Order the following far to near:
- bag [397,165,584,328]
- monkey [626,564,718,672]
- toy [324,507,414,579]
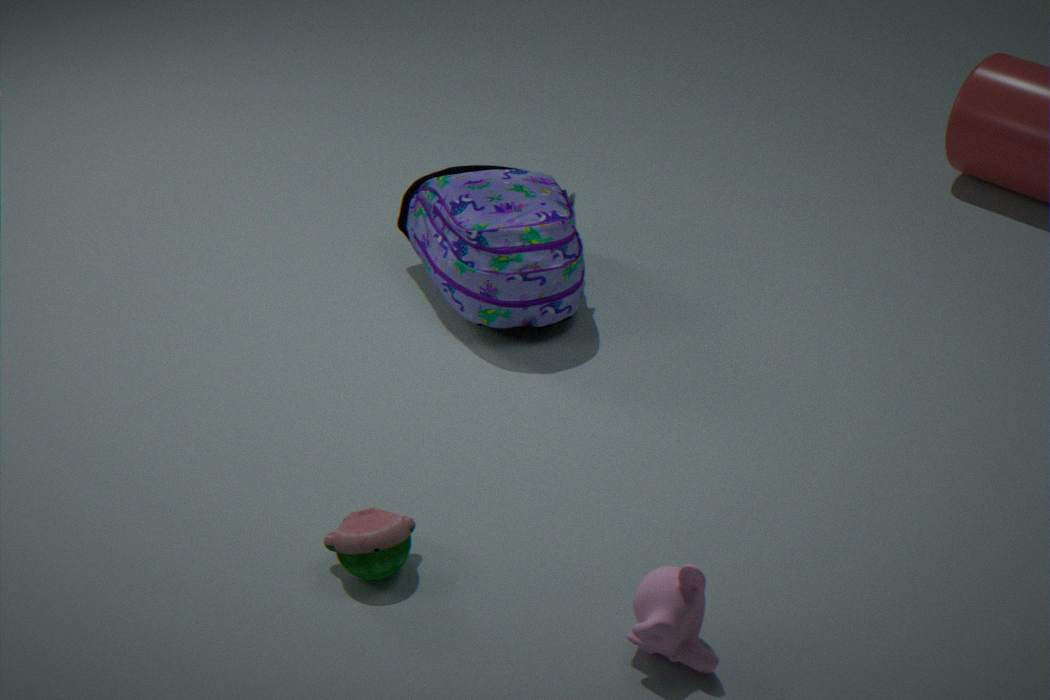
1. bag [397,165,584,328]
2. toy [324,507,414,579]
3. monkey [626,564,718,672]
